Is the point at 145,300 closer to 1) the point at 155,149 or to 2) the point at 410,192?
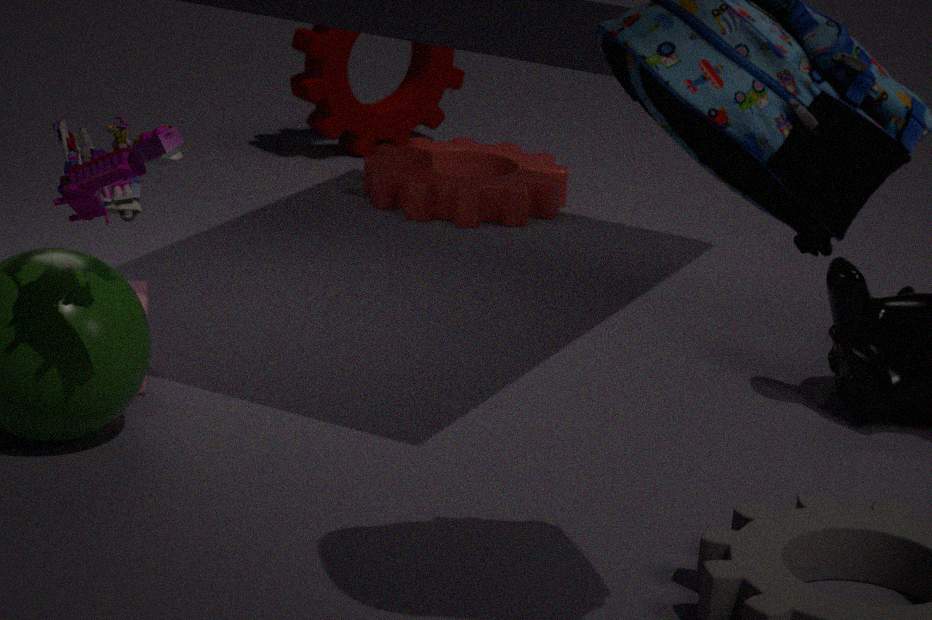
1) the point at 155,149
